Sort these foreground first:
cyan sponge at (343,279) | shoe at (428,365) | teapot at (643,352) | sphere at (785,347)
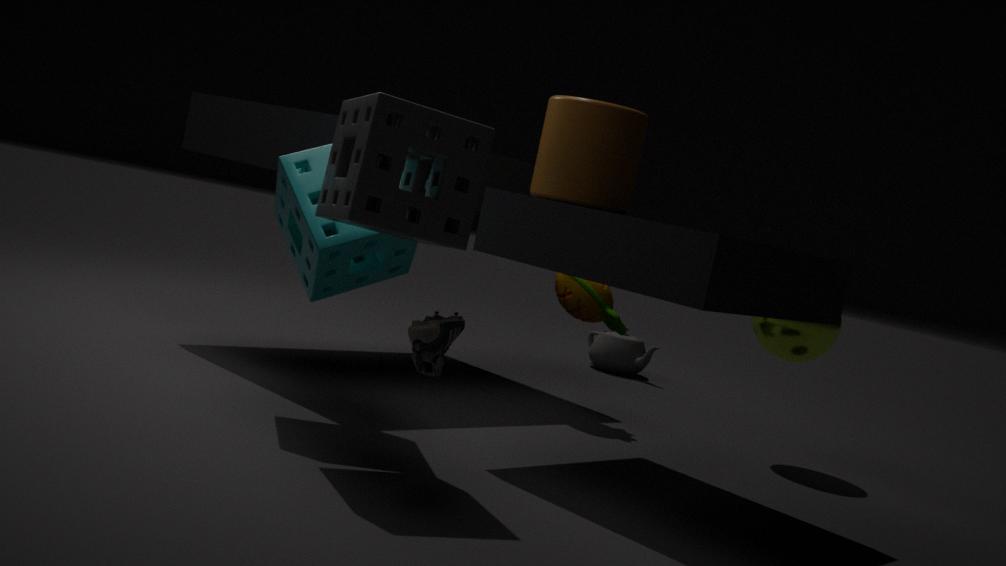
shoe at (428,365) → cyan sponge at (343,279) → sphere at (785,347) → teapot at (643,352)
